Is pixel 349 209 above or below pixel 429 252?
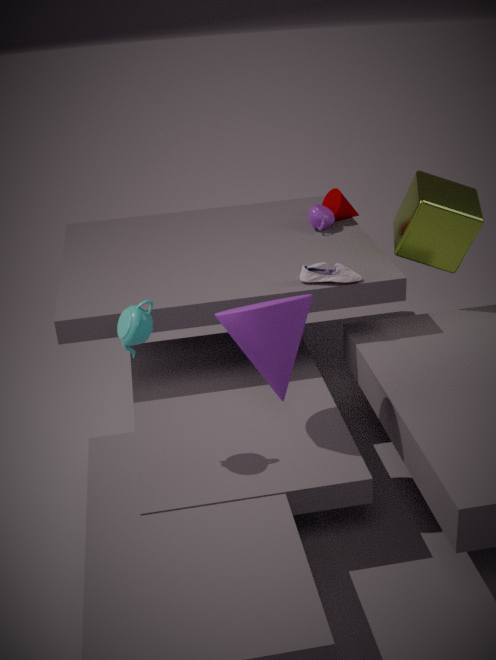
below
